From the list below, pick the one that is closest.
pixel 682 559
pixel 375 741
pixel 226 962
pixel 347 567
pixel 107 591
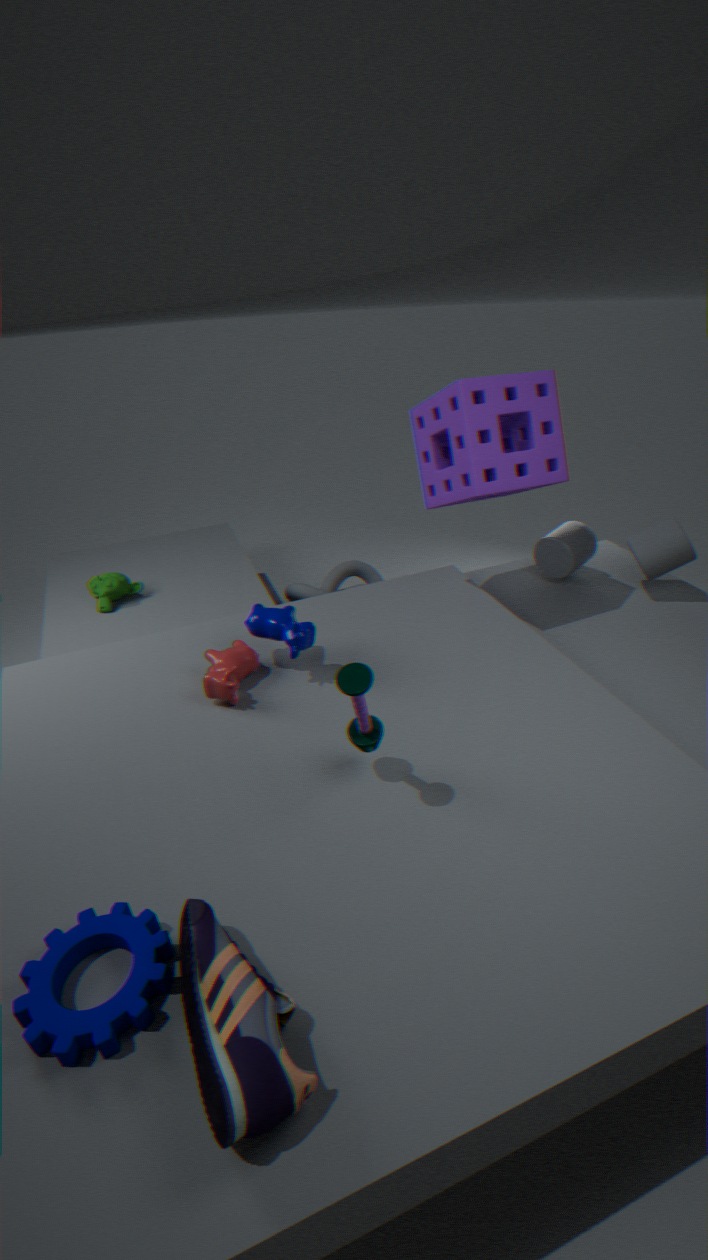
pixel 226 962
